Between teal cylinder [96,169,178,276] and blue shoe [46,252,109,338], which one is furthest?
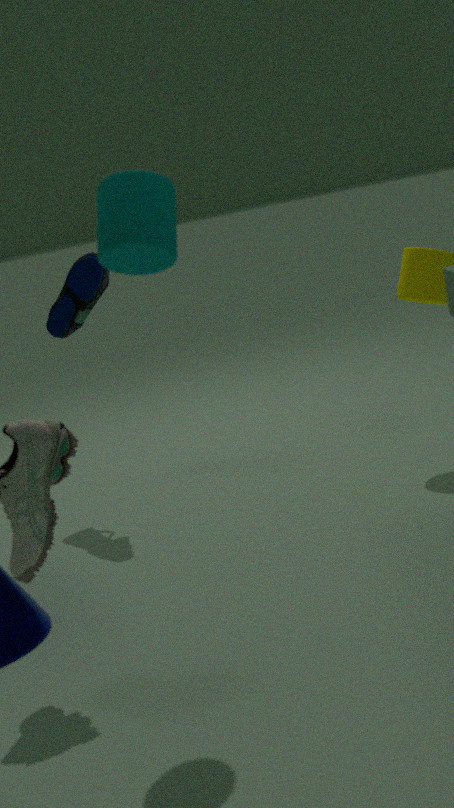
blue shoe [46,252,109,338]
